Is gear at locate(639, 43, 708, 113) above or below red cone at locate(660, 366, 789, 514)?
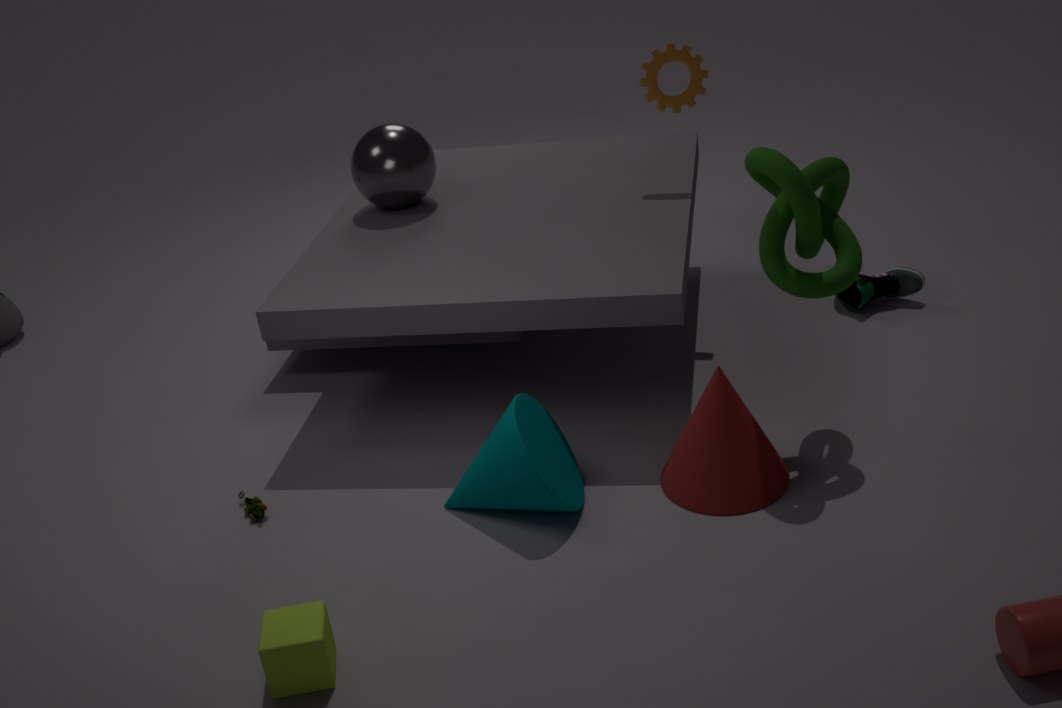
above
